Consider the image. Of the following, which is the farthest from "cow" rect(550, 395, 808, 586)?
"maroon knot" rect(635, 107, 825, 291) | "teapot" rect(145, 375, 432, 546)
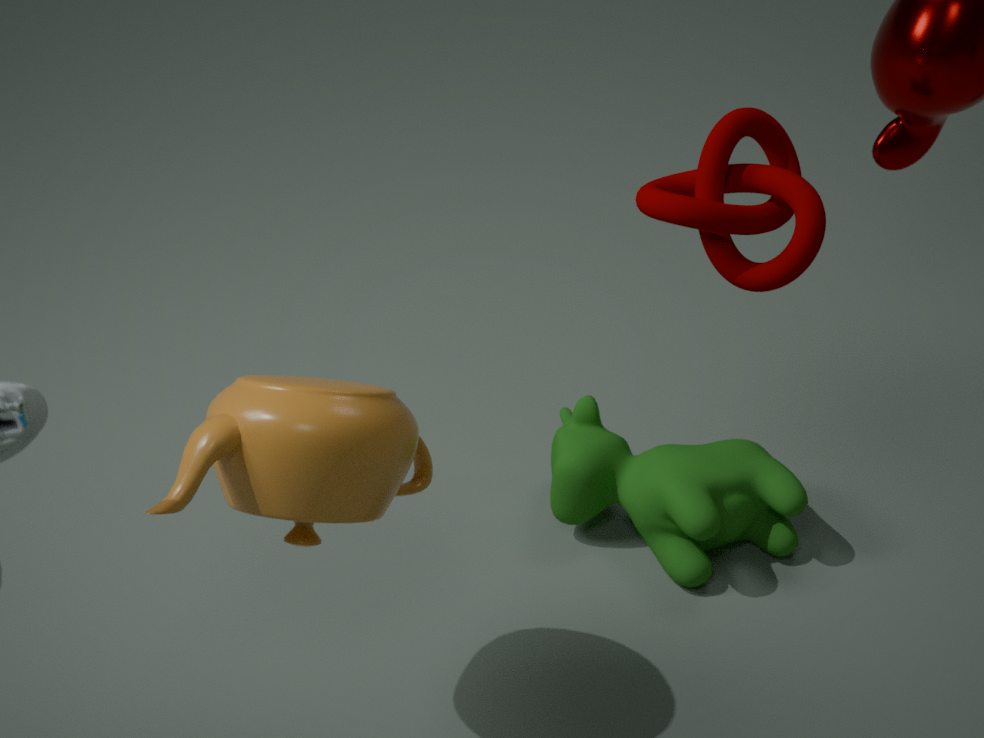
"maroon knot" rect(635, 107, 825, 291)
